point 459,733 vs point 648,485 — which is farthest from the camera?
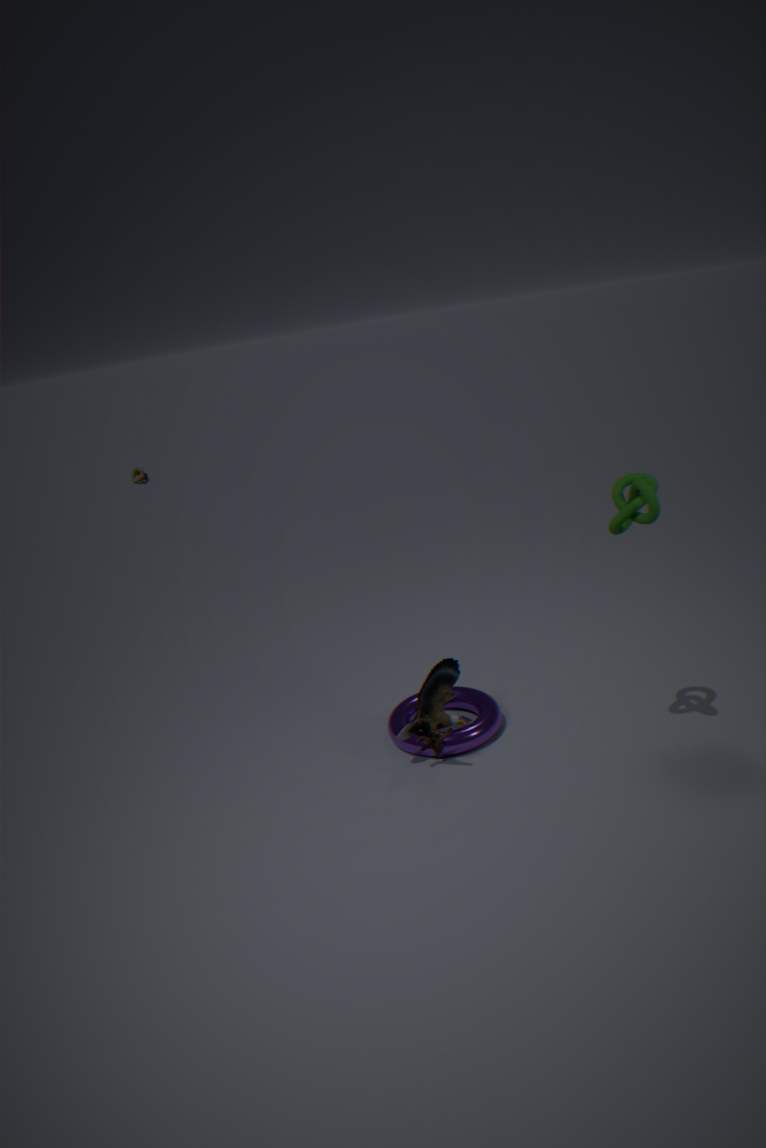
point 459,733
